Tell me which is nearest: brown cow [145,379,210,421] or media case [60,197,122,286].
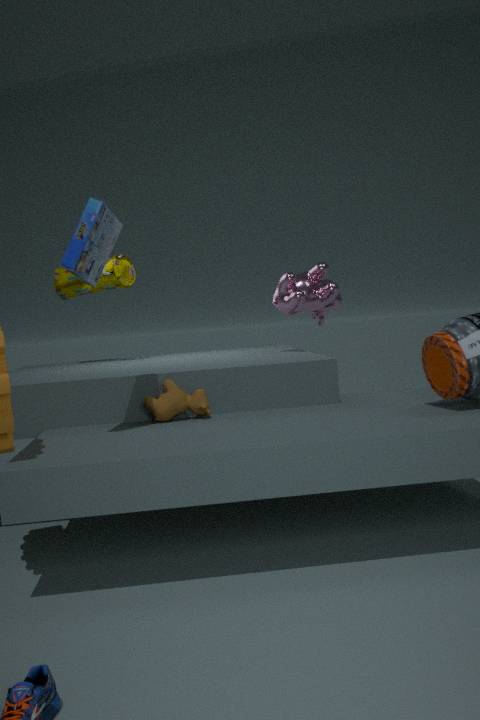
media case [60,197,122,286]
